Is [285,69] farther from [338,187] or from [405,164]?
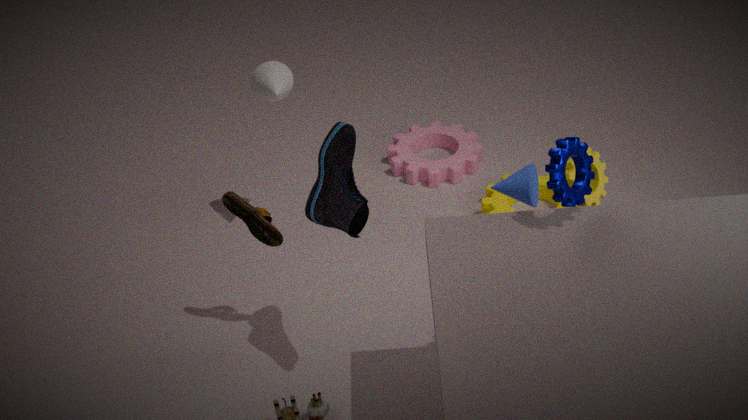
[405,164]
